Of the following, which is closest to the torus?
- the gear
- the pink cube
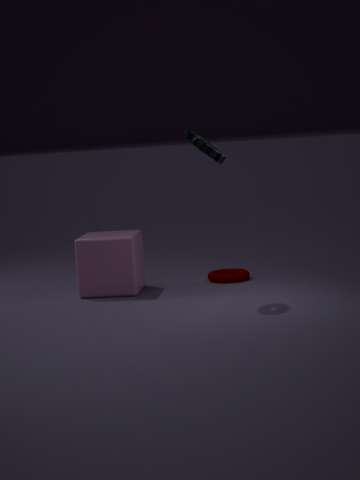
the pink cube
